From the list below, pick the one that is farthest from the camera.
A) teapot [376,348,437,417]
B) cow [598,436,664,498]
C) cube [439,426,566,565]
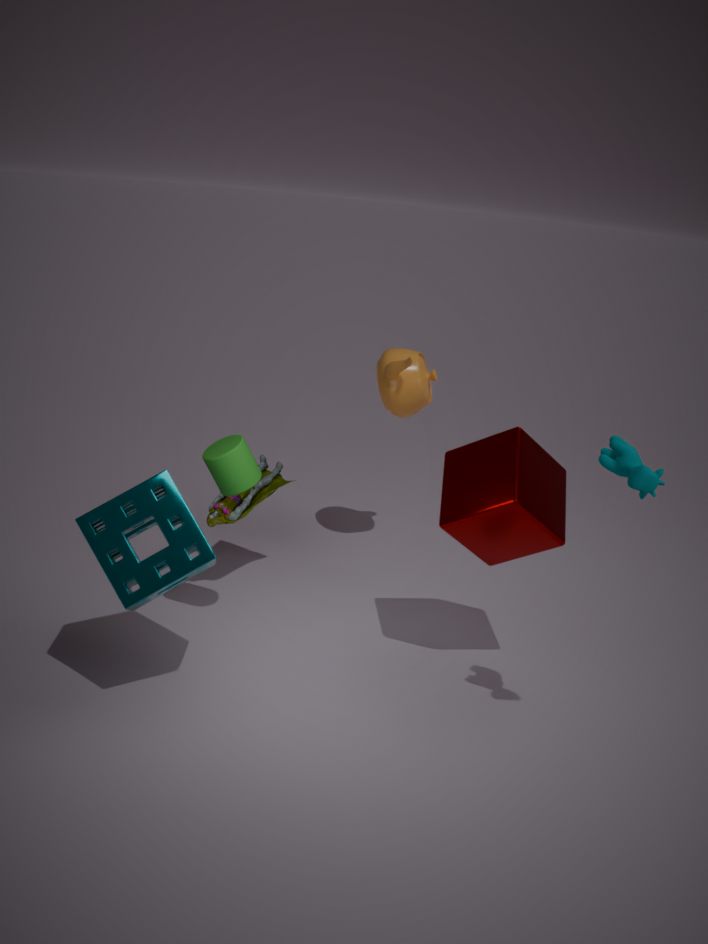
teapot [376,348,437,417]
